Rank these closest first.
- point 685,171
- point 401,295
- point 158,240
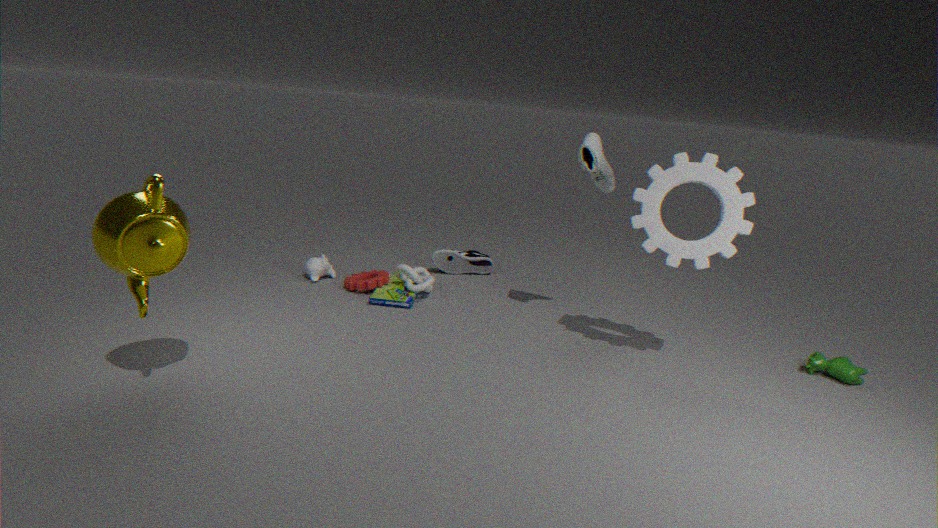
point 158,240
point 685,171
point 401,295
